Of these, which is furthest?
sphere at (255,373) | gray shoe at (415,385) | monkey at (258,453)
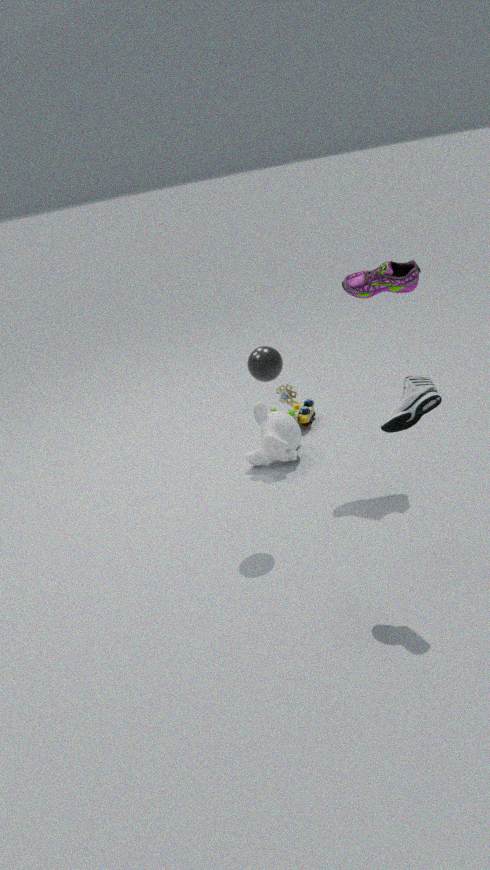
monkey at (258,453)
